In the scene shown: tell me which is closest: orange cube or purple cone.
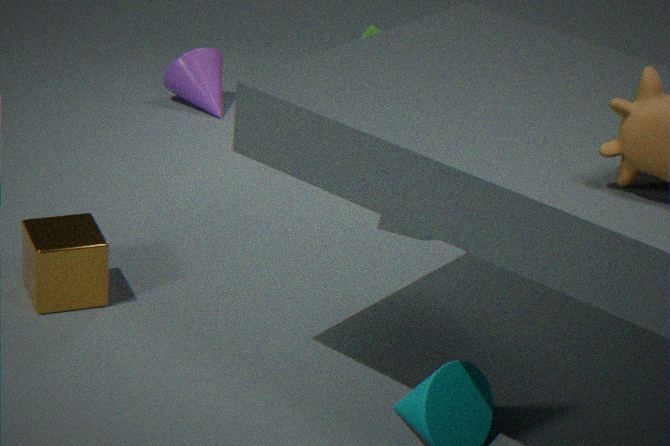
orange cube
